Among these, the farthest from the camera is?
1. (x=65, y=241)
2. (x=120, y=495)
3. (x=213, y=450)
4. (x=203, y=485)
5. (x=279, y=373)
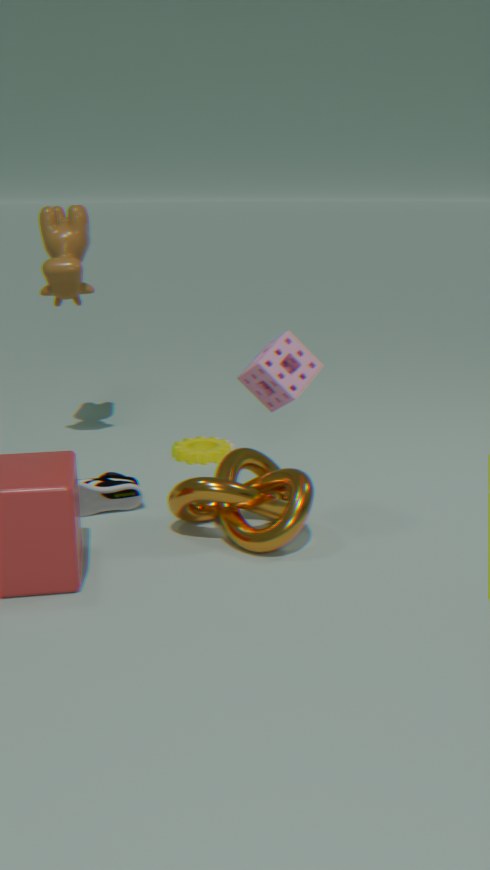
(x=213, y=450)
